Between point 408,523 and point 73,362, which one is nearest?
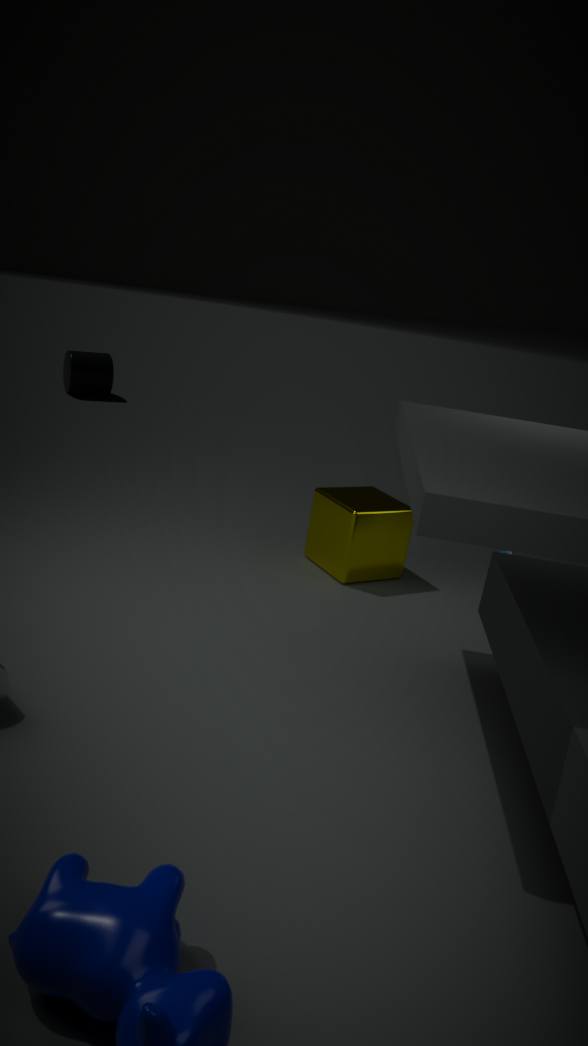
point 408,523
